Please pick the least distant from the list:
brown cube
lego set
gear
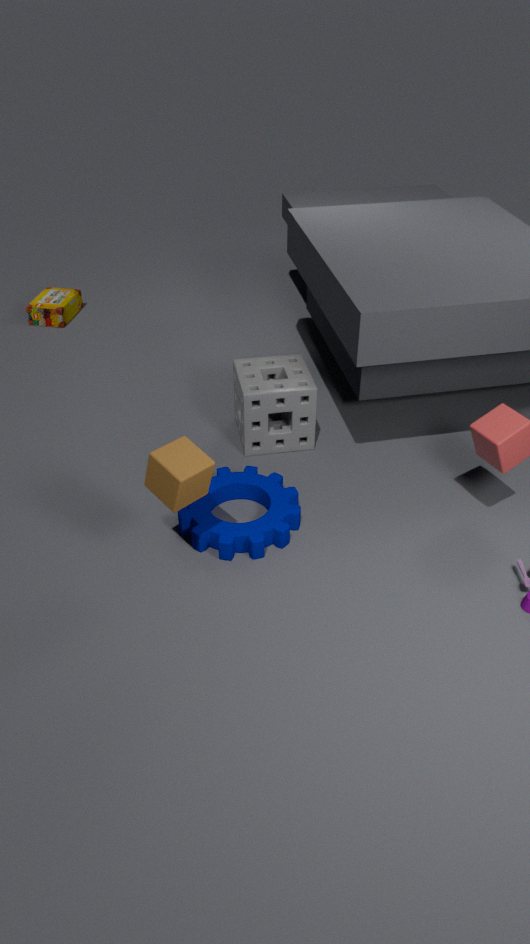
brown cube
